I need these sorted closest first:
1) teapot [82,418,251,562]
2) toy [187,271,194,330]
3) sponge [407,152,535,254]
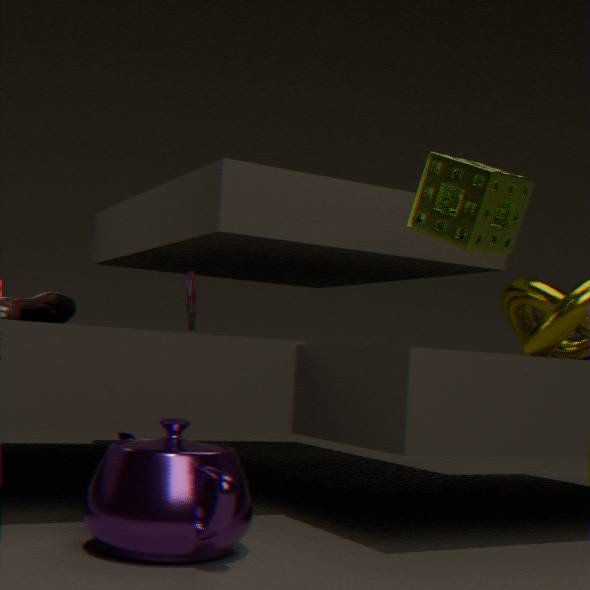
1. teapot [82,418,251,562] < 3. sponge [407,152,535,254] < 2. toy [187,271,194,330]
